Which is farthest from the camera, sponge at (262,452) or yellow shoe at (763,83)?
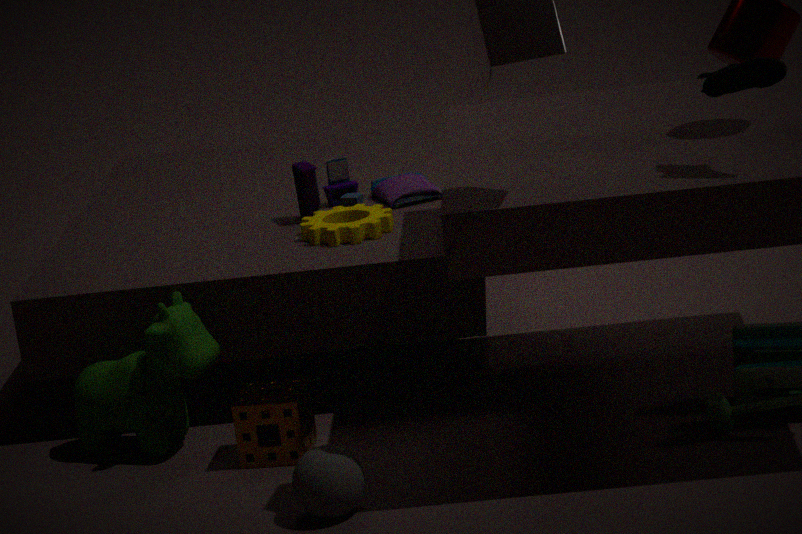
sponge at (262,452)
